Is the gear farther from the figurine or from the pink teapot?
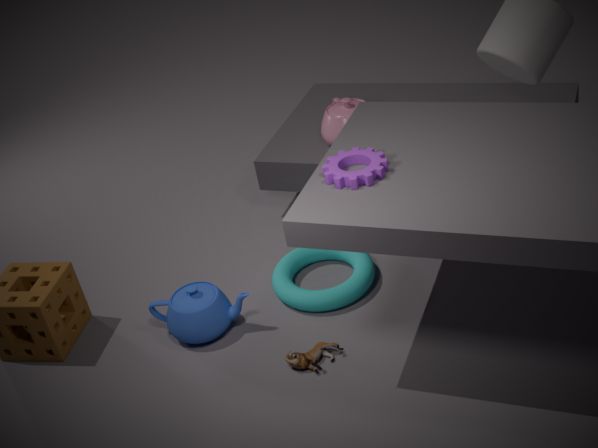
the pink teapot
